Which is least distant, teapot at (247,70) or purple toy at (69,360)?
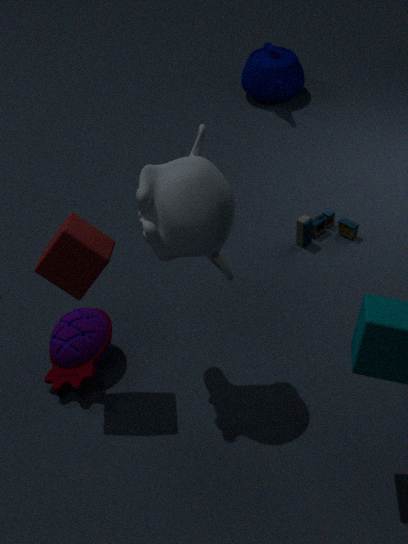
purple toy at (69,360)
